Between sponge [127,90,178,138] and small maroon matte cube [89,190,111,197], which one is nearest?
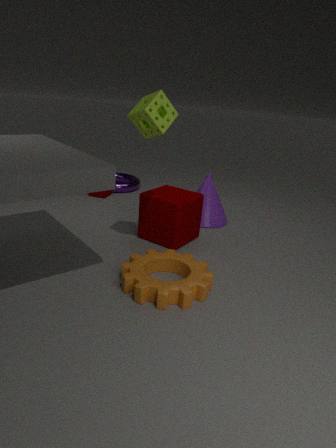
sponge [127,90,178,138]
